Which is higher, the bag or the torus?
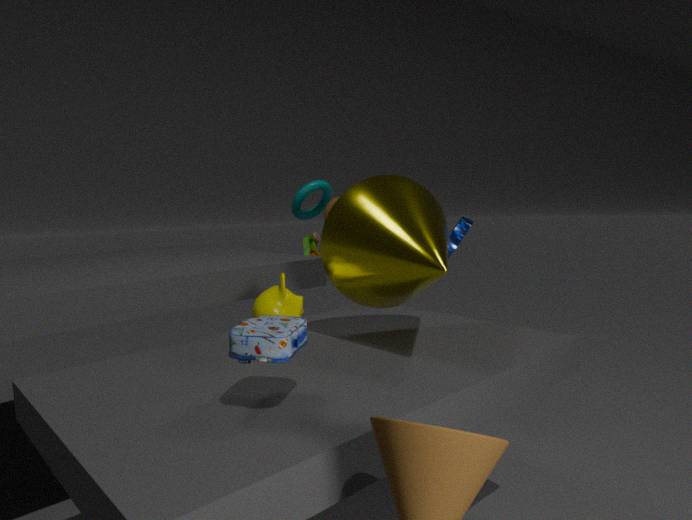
the torus
